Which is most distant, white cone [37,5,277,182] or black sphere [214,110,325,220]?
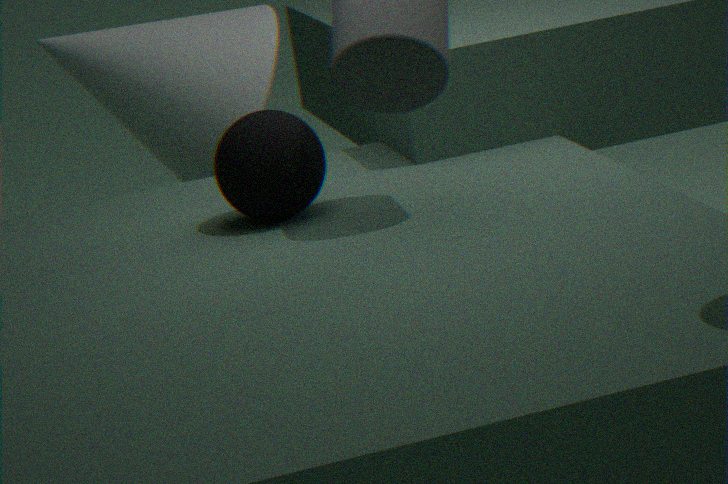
white cone [37,5,277,182]
